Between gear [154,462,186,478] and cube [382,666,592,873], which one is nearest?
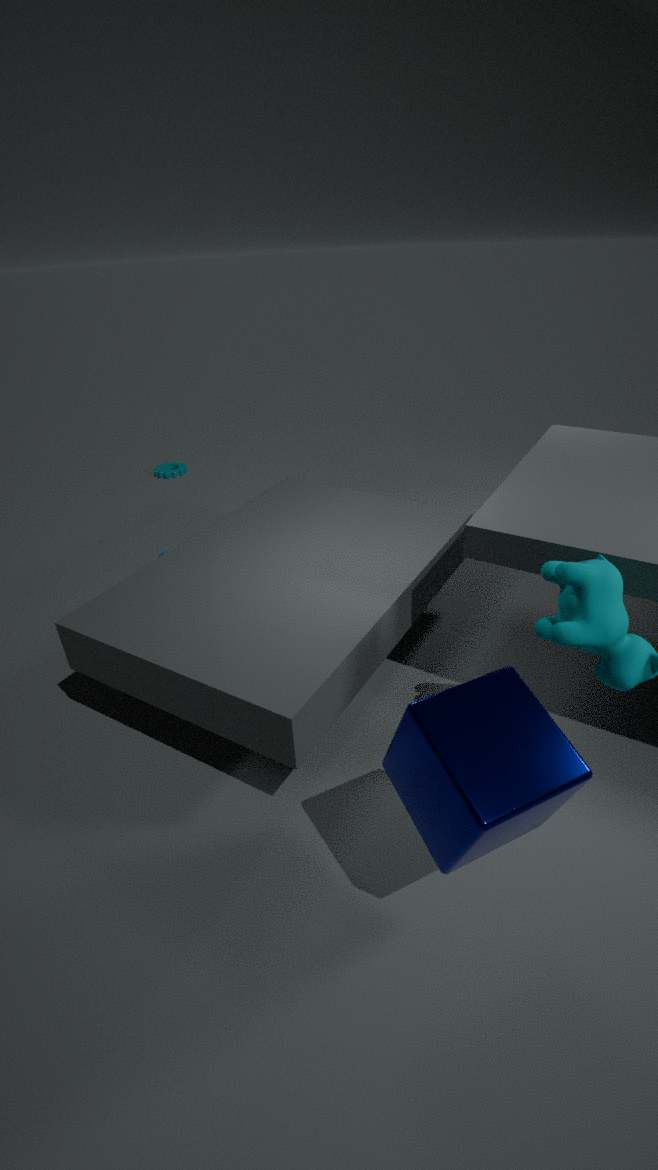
cube [382,666,592,873]
